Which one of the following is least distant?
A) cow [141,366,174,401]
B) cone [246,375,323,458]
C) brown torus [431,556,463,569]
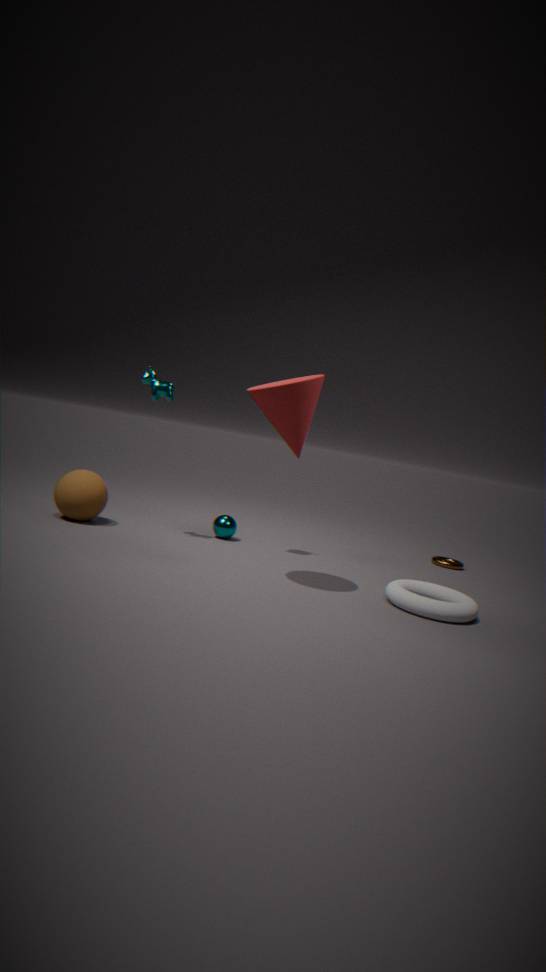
cone [246,375,323,458]
